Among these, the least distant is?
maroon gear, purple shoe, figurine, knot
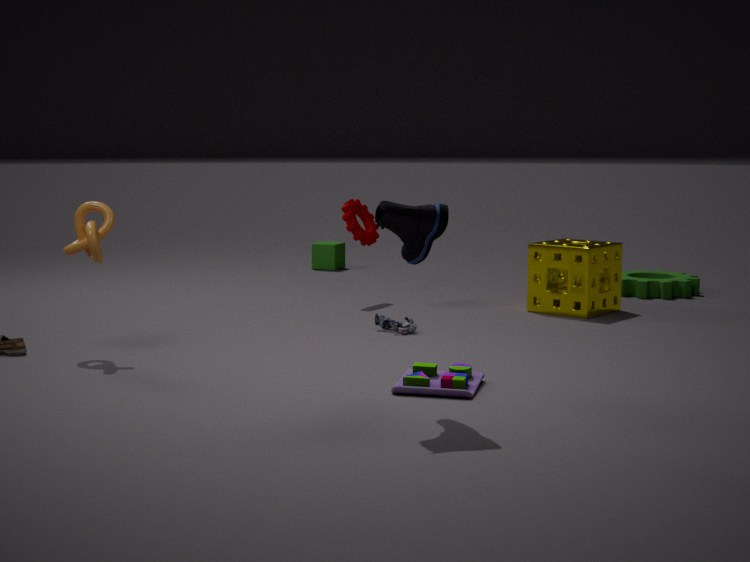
purple shoe
